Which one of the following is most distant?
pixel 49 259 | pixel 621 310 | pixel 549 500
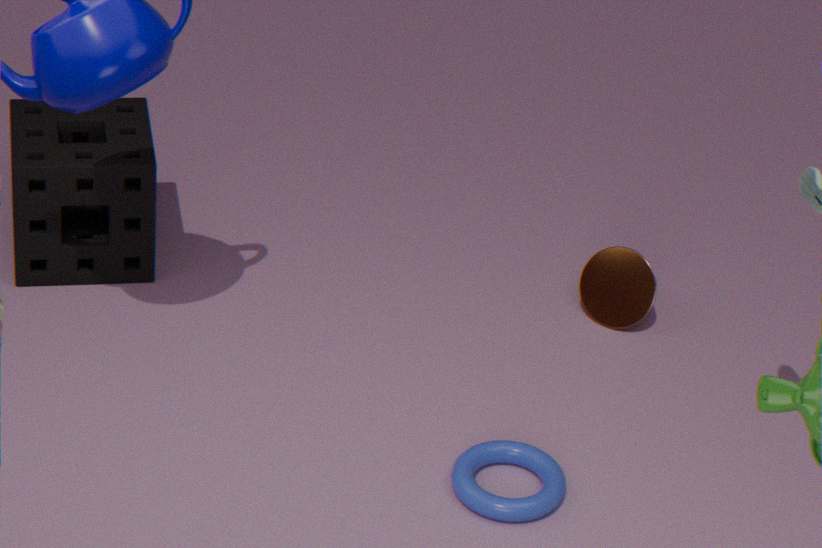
pixel 621 310
